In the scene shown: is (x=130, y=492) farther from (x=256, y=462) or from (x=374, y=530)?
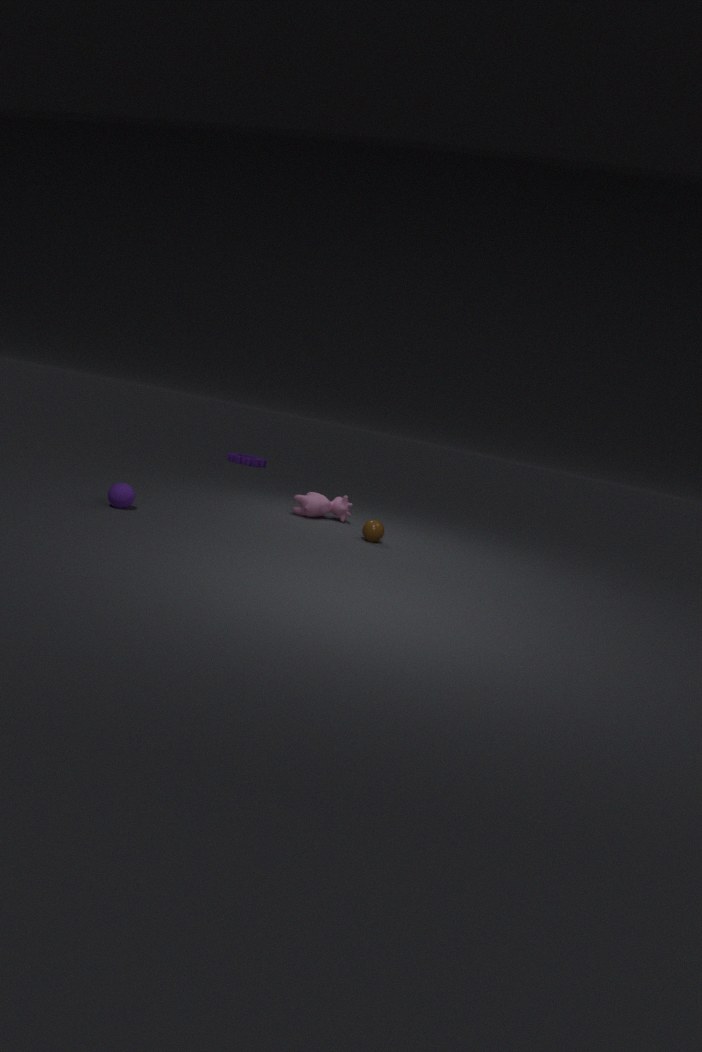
(x=256, y=462)
